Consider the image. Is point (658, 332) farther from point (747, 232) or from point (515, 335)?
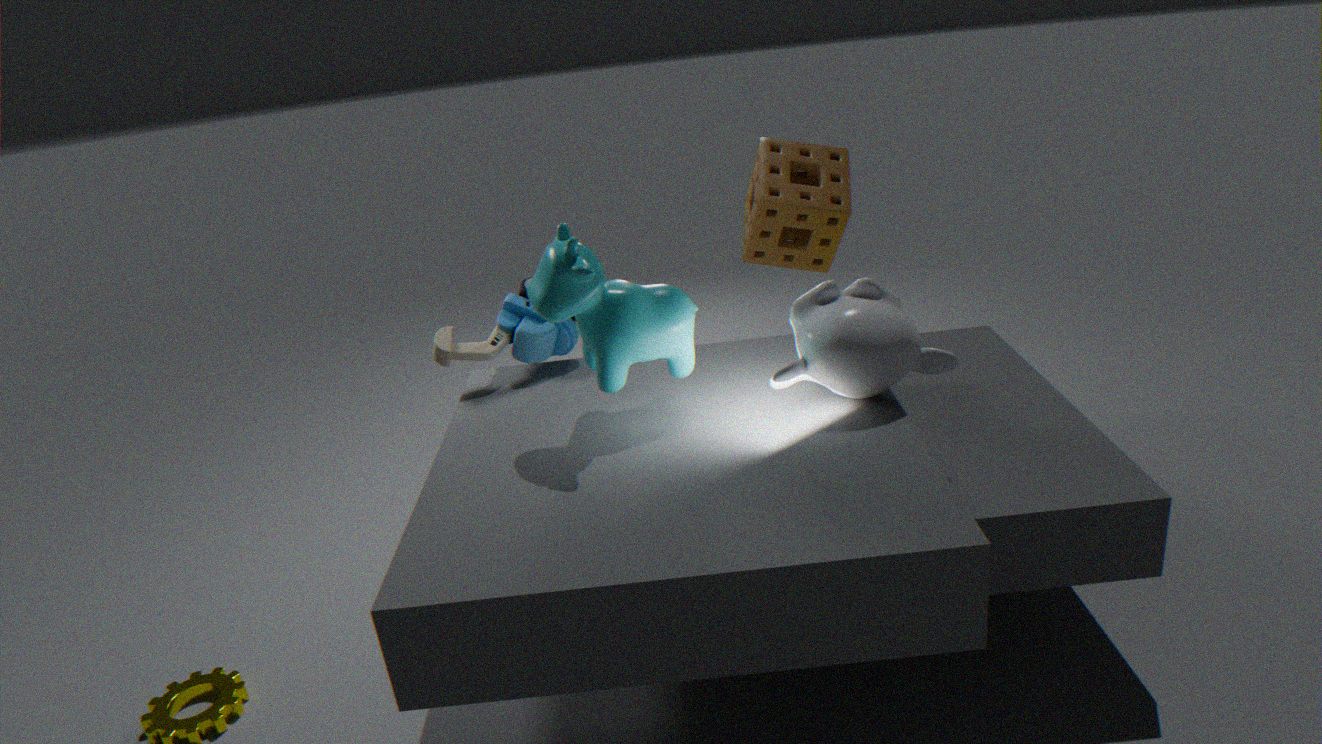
point (747, 232)
